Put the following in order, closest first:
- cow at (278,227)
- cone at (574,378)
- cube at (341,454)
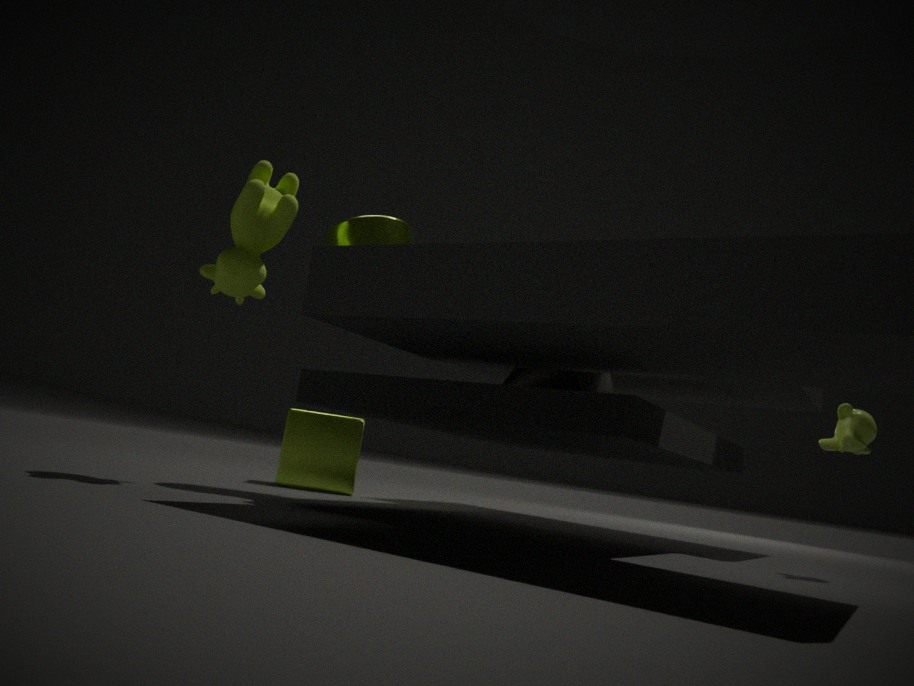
cow at (278,227)
cone at (574,378)
cube at (341,454)
